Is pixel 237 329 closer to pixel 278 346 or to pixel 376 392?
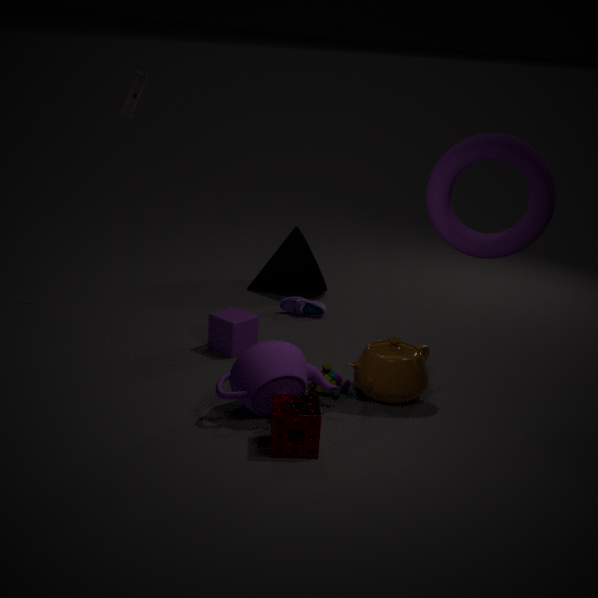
pixel 278 346
